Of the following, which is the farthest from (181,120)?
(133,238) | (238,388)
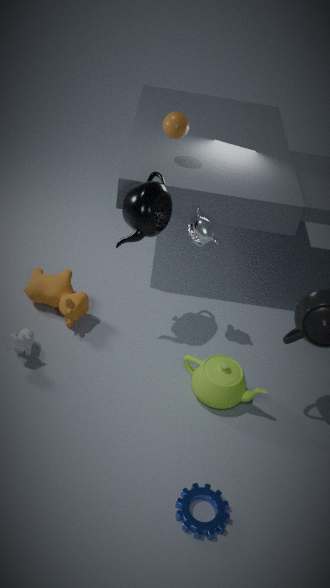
(238,388)
